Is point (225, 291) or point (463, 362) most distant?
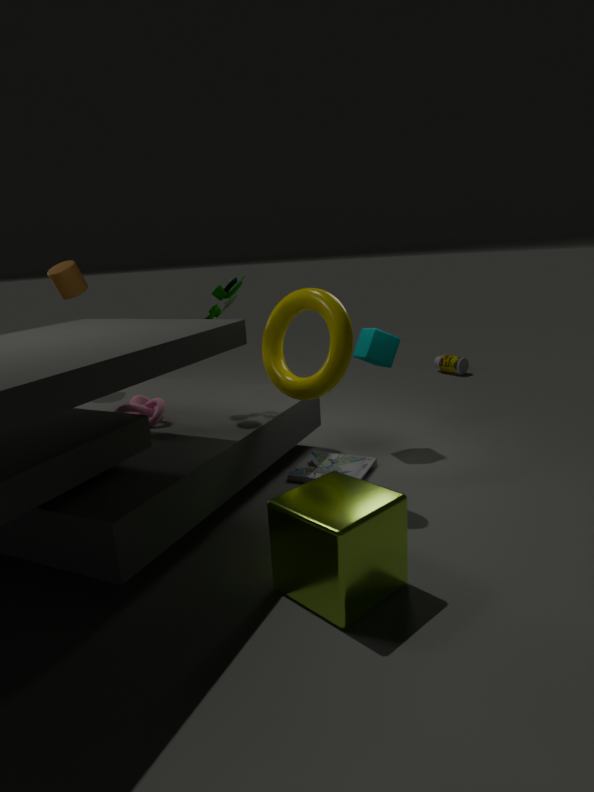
point (463, 362)
